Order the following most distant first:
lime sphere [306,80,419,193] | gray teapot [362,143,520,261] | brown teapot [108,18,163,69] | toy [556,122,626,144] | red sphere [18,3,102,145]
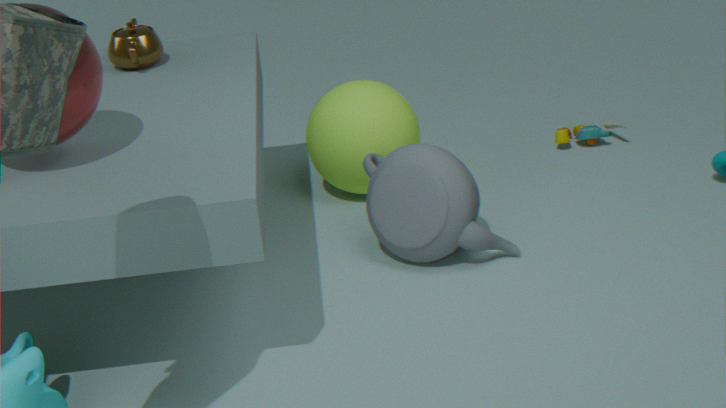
toy [556,122,626,144] < lime sphere [306,80,419,193] < brown teapot [108,18,163,69] < gray teapot [362,143,520,261] < red sphere [18,3,102,145]
